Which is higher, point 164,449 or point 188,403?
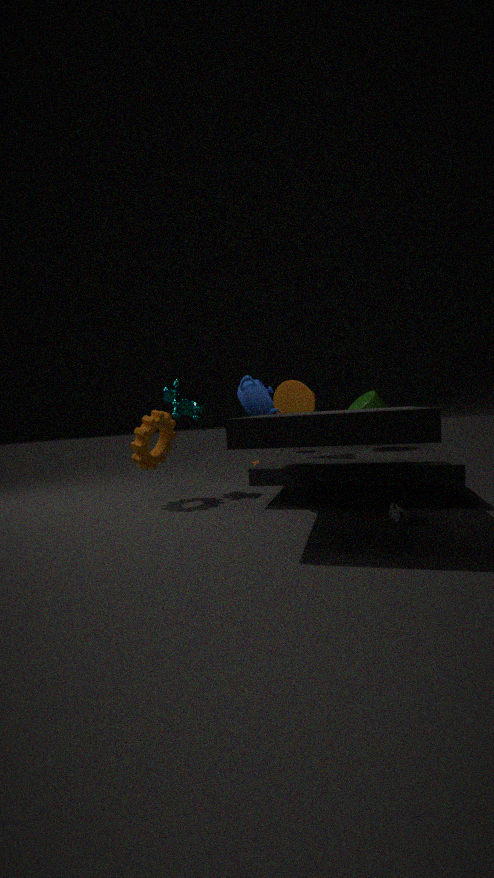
point 188,403
